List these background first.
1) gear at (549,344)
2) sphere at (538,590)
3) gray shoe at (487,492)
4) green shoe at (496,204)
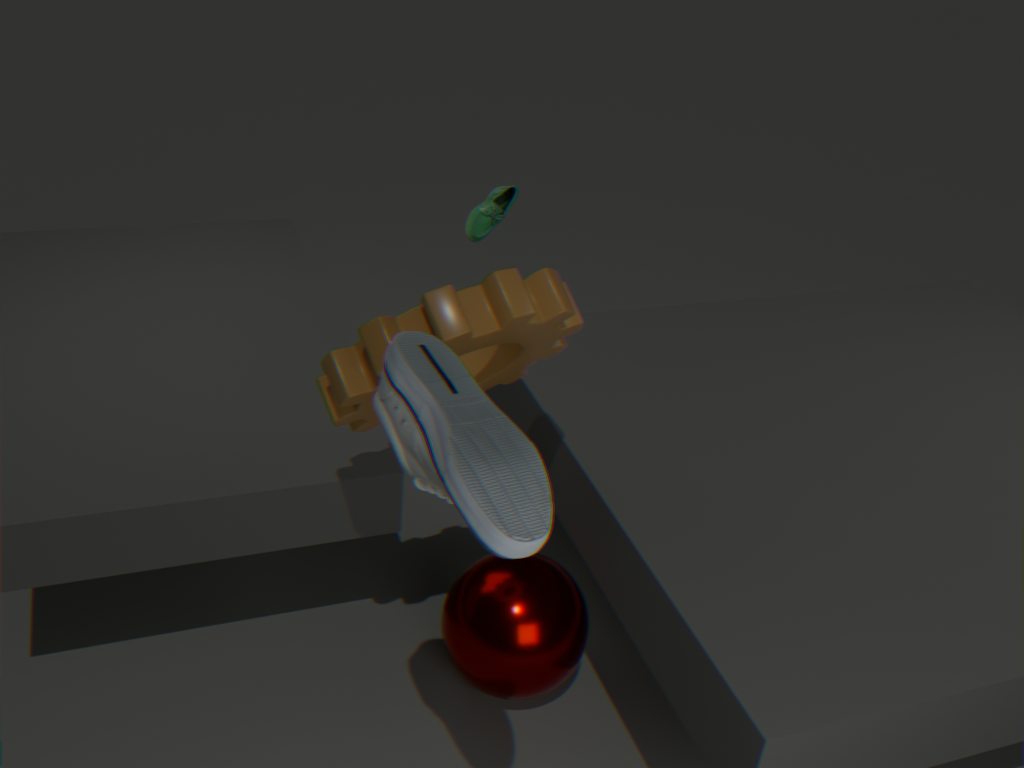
4 < 2 < 1 < 3
